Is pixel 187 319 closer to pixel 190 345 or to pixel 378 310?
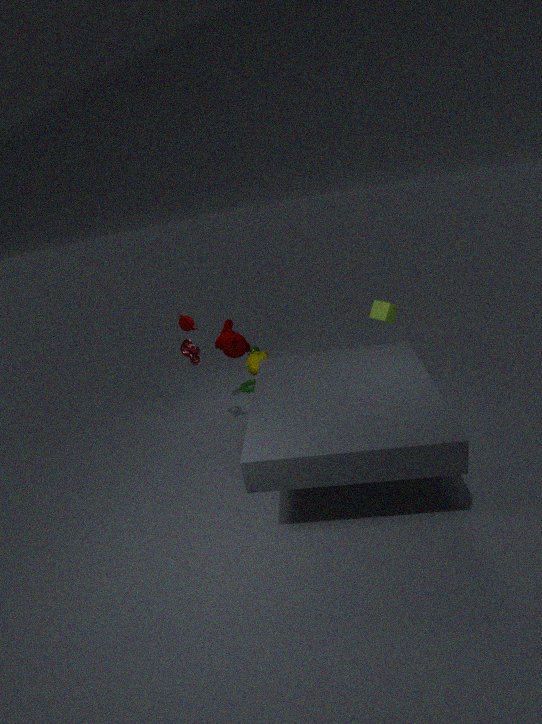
pixel 190 345
